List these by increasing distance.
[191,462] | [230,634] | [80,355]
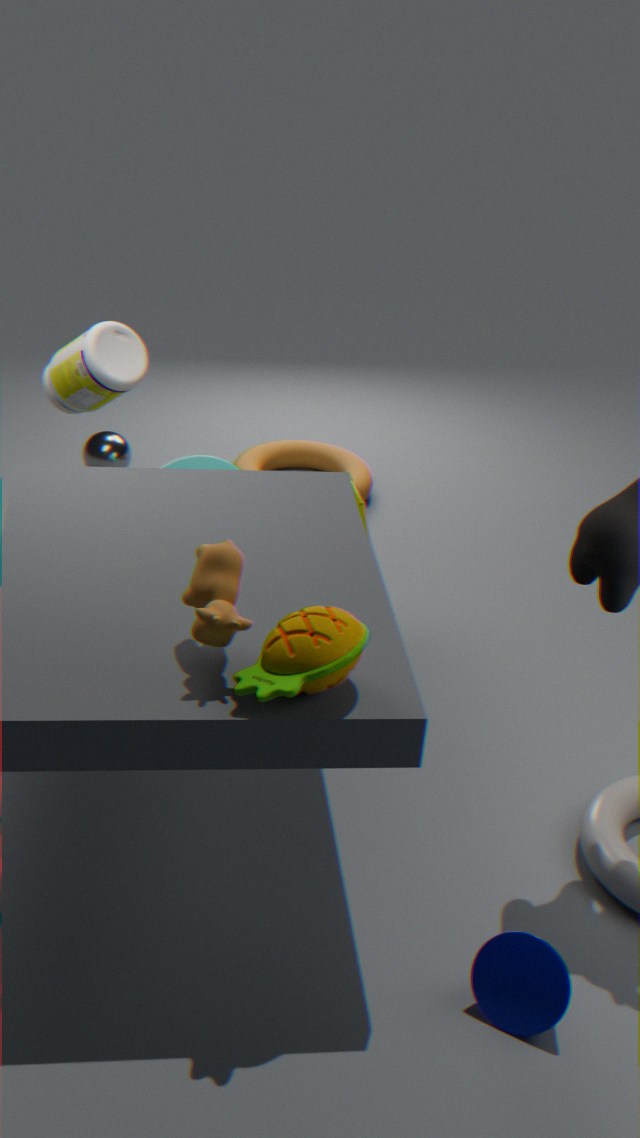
[230,634]
[80,355]
[191,462]
